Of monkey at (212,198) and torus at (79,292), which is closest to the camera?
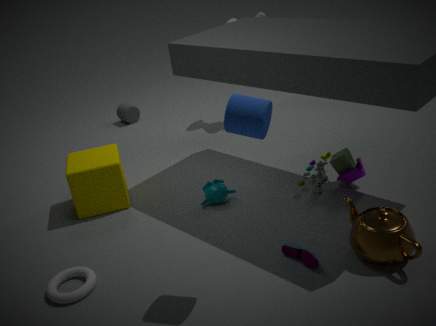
torus at (79,292)
